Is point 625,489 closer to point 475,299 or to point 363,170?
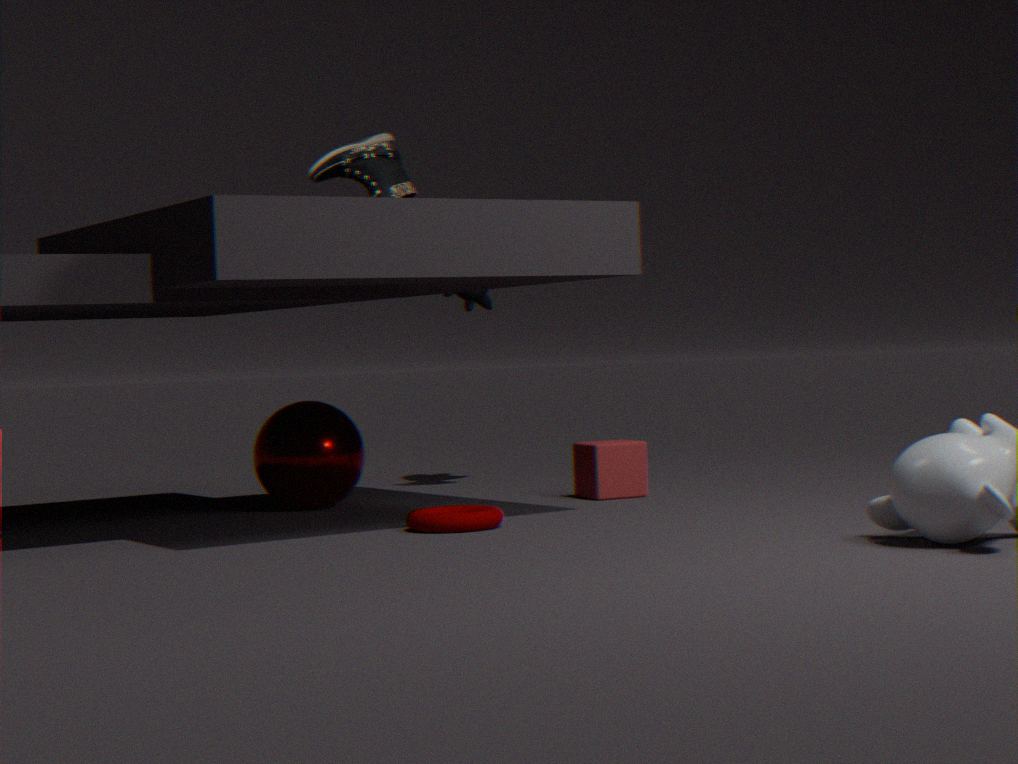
point 475,299
